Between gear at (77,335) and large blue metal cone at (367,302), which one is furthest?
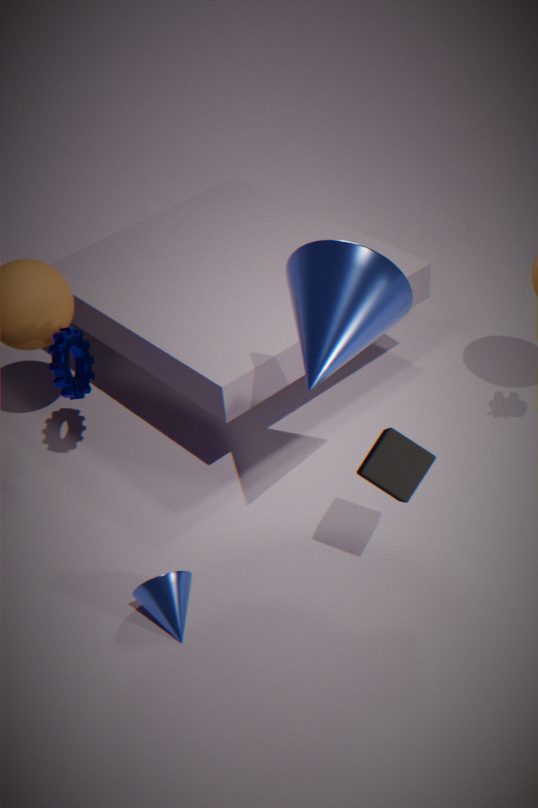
gear at (77,335)
